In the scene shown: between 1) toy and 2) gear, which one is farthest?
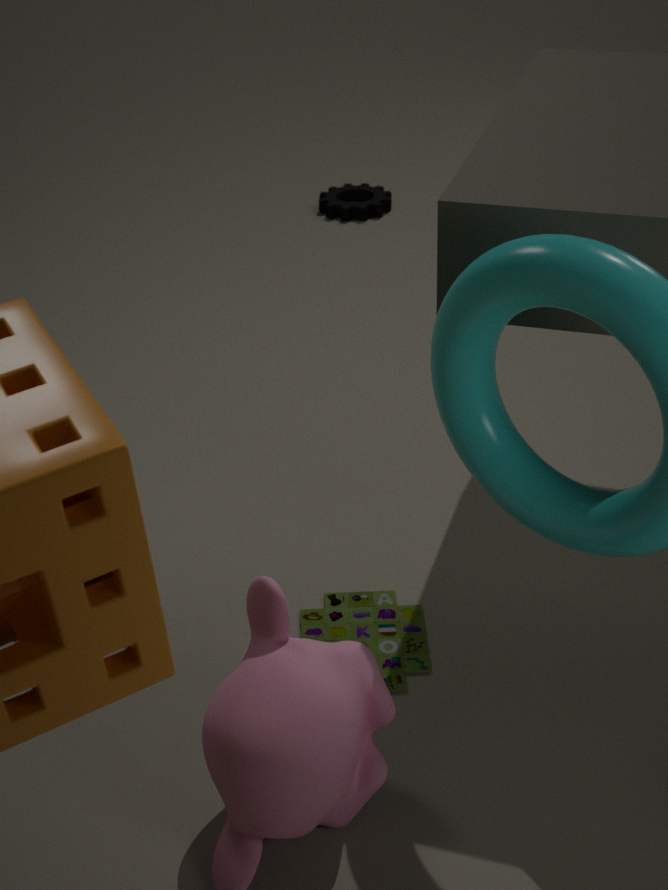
2. gear
